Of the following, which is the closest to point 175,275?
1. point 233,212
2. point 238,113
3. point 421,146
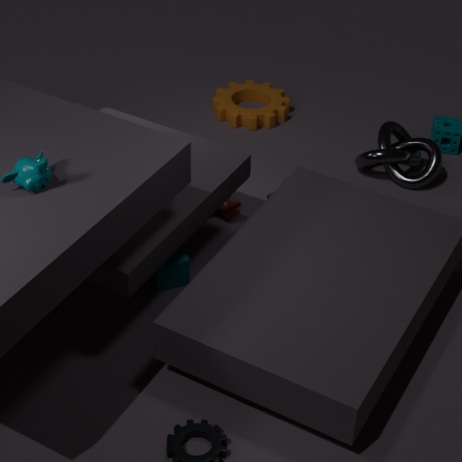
point 233,212
